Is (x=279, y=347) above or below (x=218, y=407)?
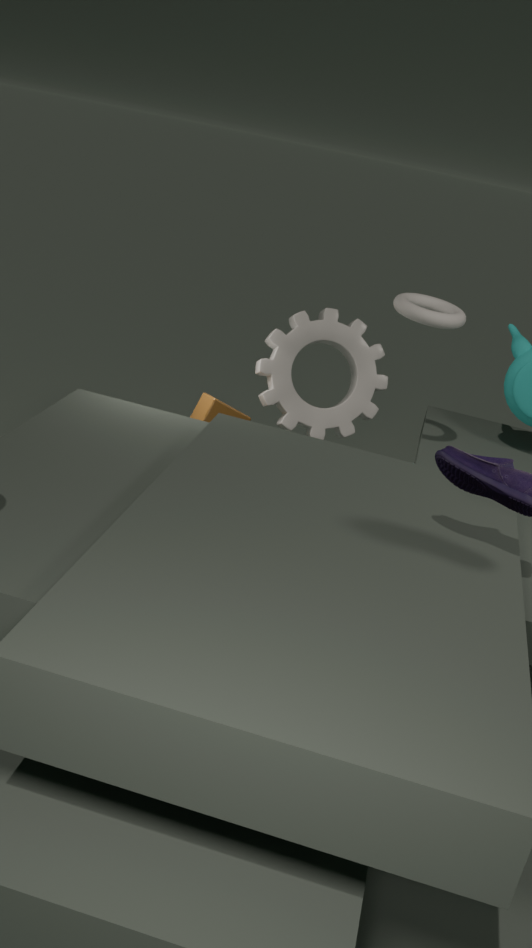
above
